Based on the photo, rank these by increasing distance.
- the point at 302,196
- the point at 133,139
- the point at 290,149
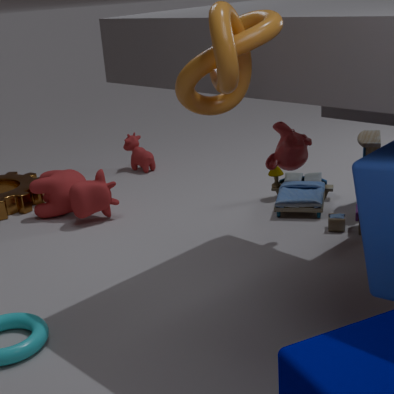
the point at 290,149, the point at 302,196, the point at 133,139
